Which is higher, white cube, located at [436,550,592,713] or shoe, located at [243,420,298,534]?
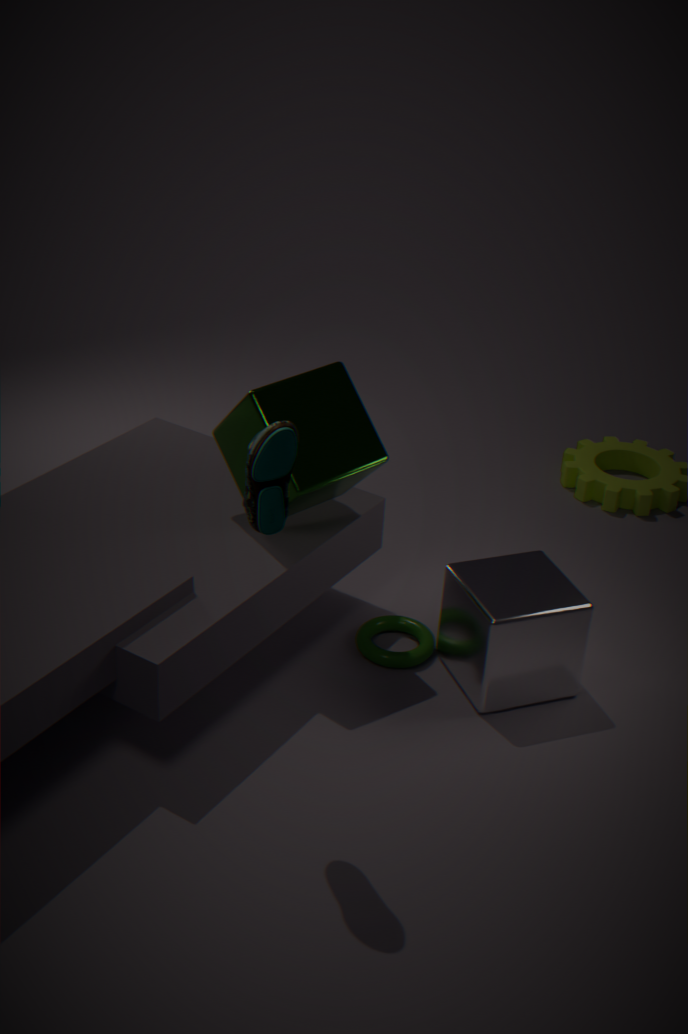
shoe, located at [243,420,298,534]
